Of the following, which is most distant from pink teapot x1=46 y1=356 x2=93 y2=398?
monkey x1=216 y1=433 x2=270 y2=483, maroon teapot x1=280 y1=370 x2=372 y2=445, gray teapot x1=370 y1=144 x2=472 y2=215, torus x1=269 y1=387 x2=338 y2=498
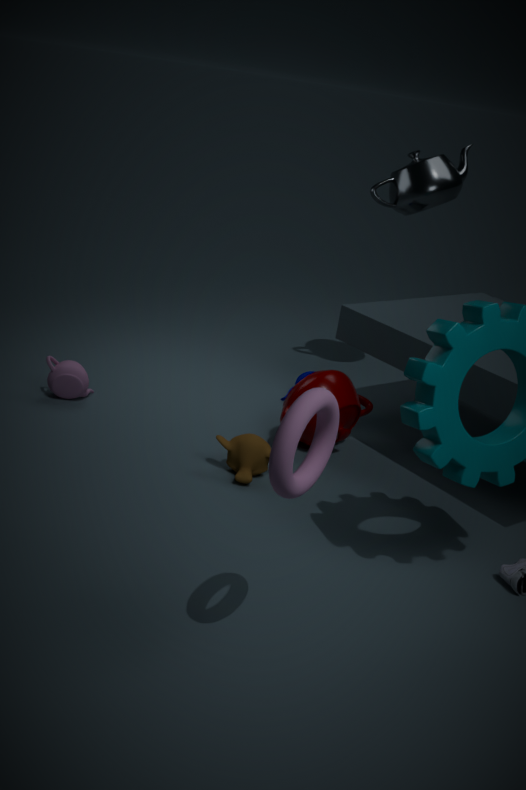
torus x1=269 y1=387 x2=338 y2=498
